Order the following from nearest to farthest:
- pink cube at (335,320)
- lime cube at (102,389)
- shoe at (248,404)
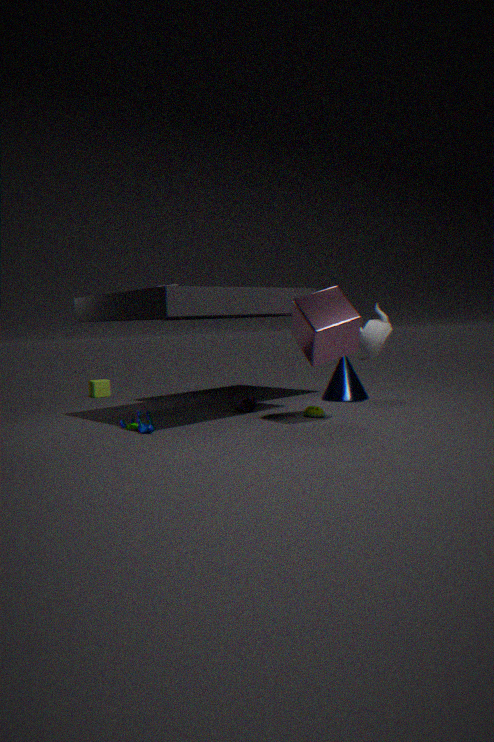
1. pink cube at (335,320)
2. shoe at (248,404)
3. lime cube at (102,389)
